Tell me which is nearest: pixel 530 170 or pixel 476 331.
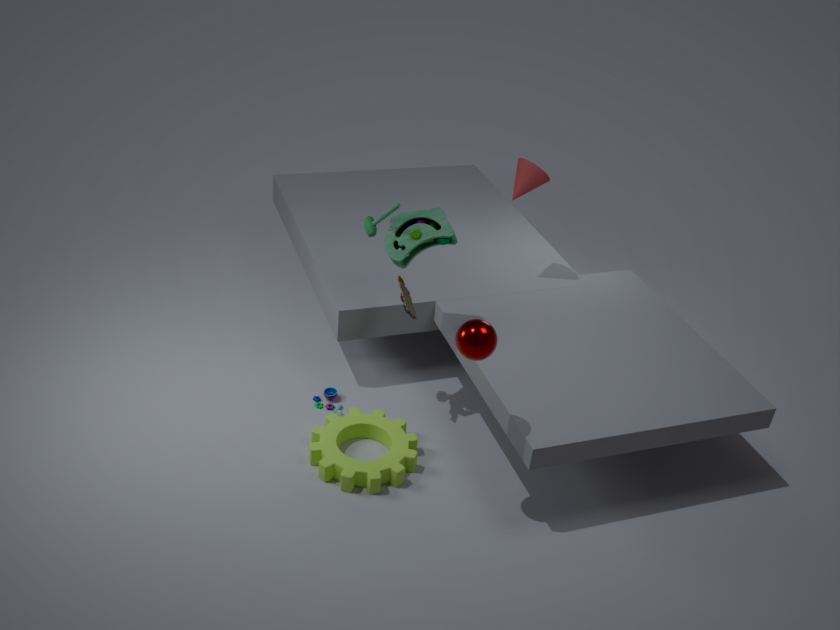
pixel 476 331
